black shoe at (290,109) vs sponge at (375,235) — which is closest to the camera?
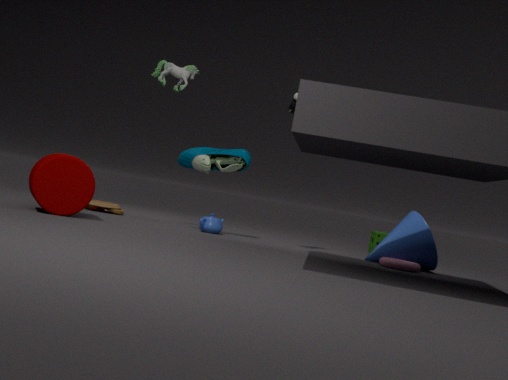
black shoe at (290,109)
